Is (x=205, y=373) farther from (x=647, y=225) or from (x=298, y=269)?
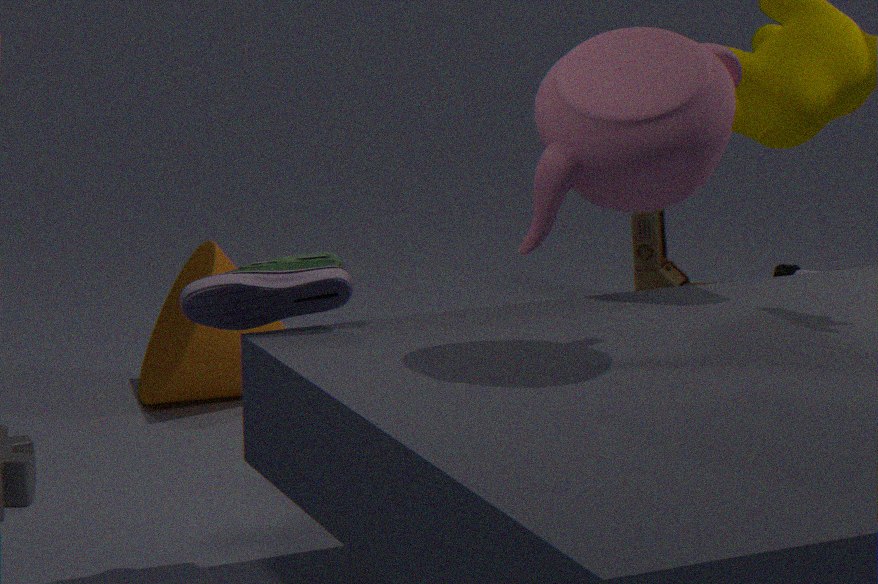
(x=647, y=225)
